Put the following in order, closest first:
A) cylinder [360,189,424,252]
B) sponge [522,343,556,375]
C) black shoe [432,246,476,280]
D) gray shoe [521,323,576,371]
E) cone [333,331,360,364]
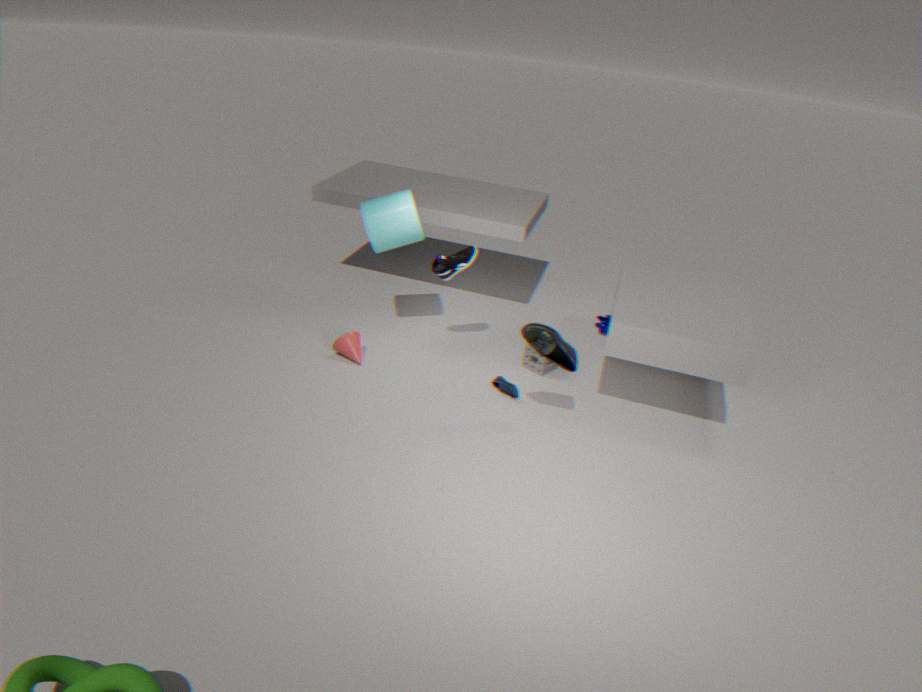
gray shoe [521,323,576,371] < cylinder [360,189,424,252] < black shoe [432,246,476,280] < cone [333,331,360,364] < sponge [522,343,556,375]
